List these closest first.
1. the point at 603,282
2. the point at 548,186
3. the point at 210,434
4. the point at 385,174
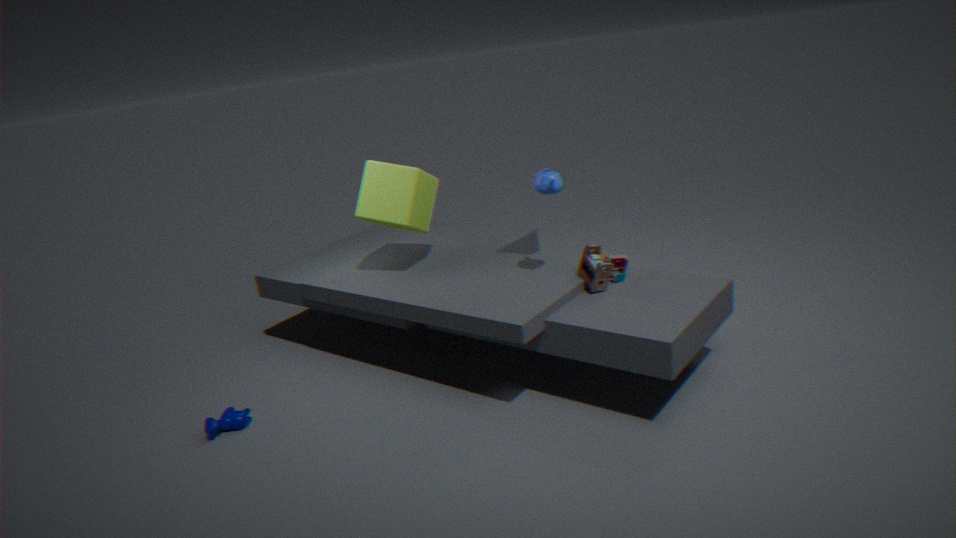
1. the point at 548,186
2. the point at 603,282
3. the point at 210,434
4. the point at 385,174
